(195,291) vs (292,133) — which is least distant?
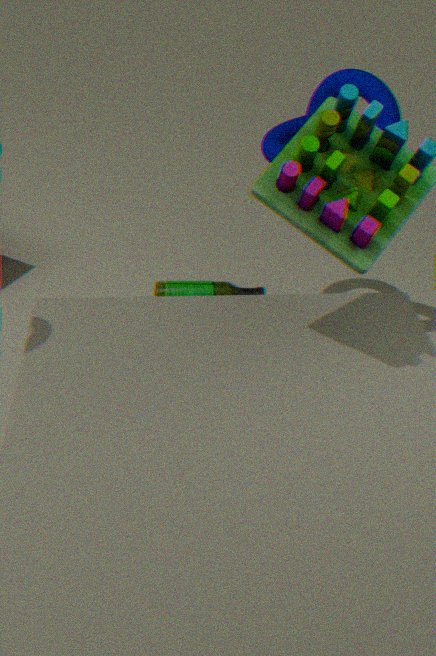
(292,133)
